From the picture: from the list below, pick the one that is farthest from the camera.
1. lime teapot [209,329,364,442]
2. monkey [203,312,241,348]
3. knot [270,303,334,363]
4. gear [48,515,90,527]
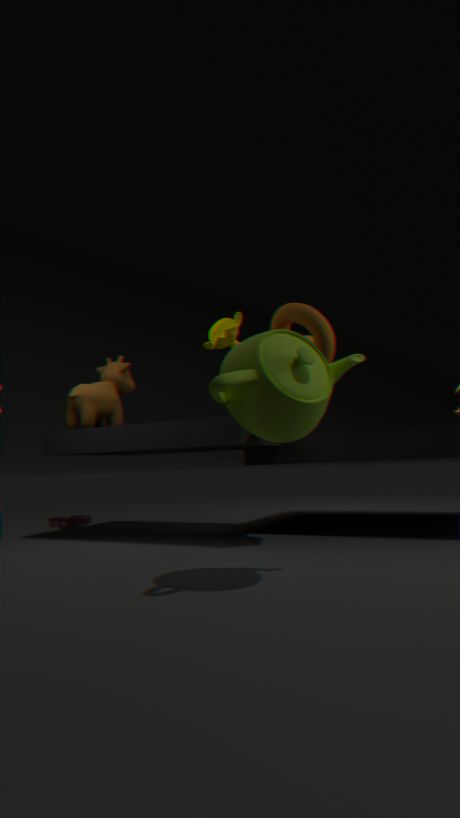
gear [48,515,90,527]
